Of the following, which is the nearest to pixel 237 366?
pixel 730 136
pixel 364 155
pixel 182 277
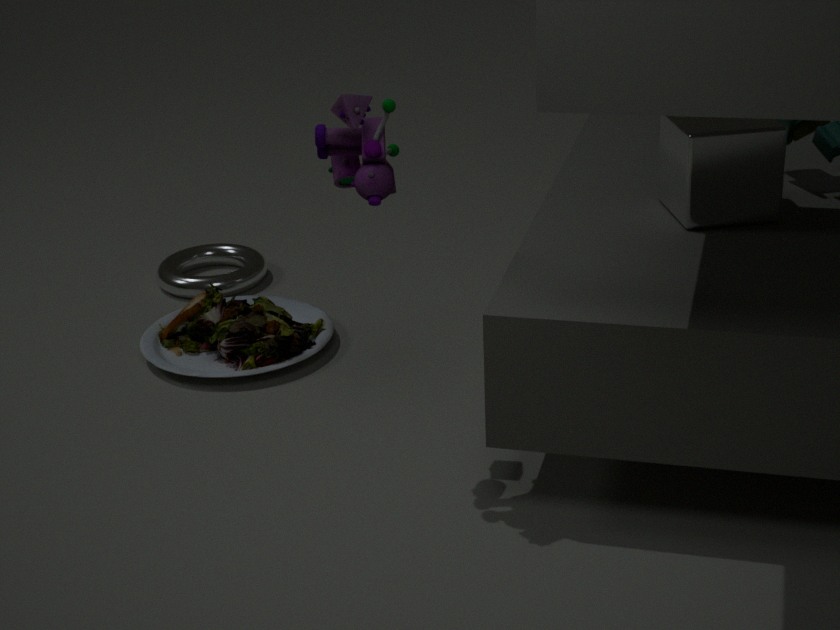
pixel 182 277
